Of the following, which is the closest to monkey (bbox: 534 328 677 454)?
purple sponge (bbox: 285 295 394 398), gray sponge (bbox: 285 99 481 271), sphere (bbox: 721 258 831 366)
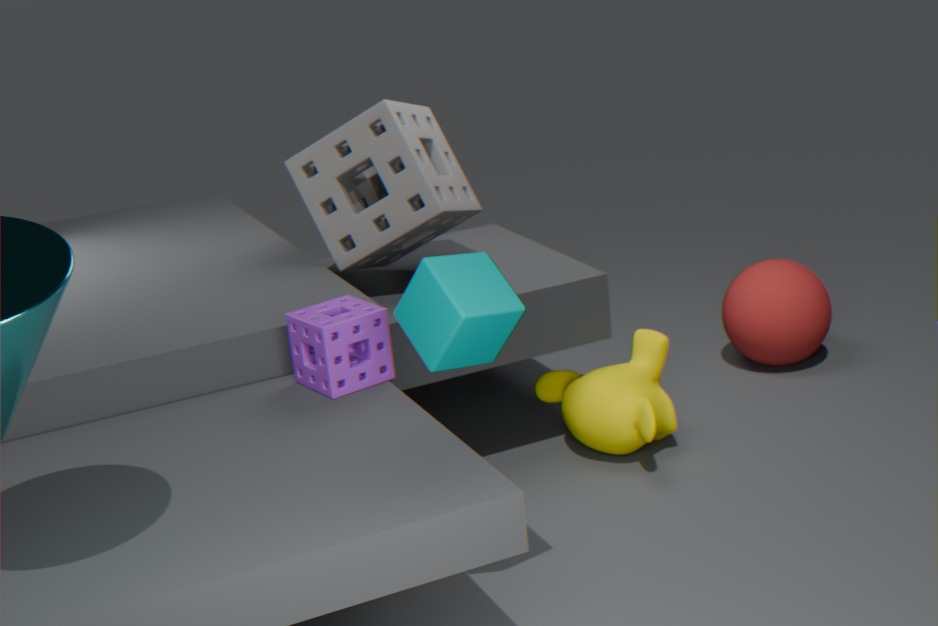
sphere (bbox: 721 258 831 366)
